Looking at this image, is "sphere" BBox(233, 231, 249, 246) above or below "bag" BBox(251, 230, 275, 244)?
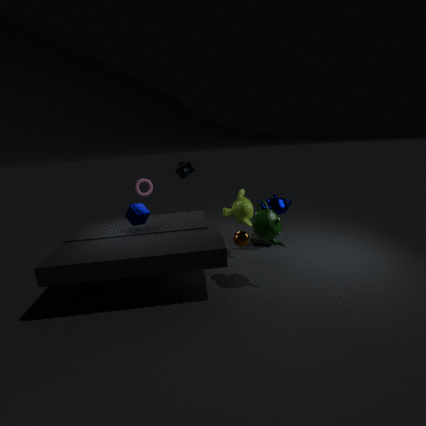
above
